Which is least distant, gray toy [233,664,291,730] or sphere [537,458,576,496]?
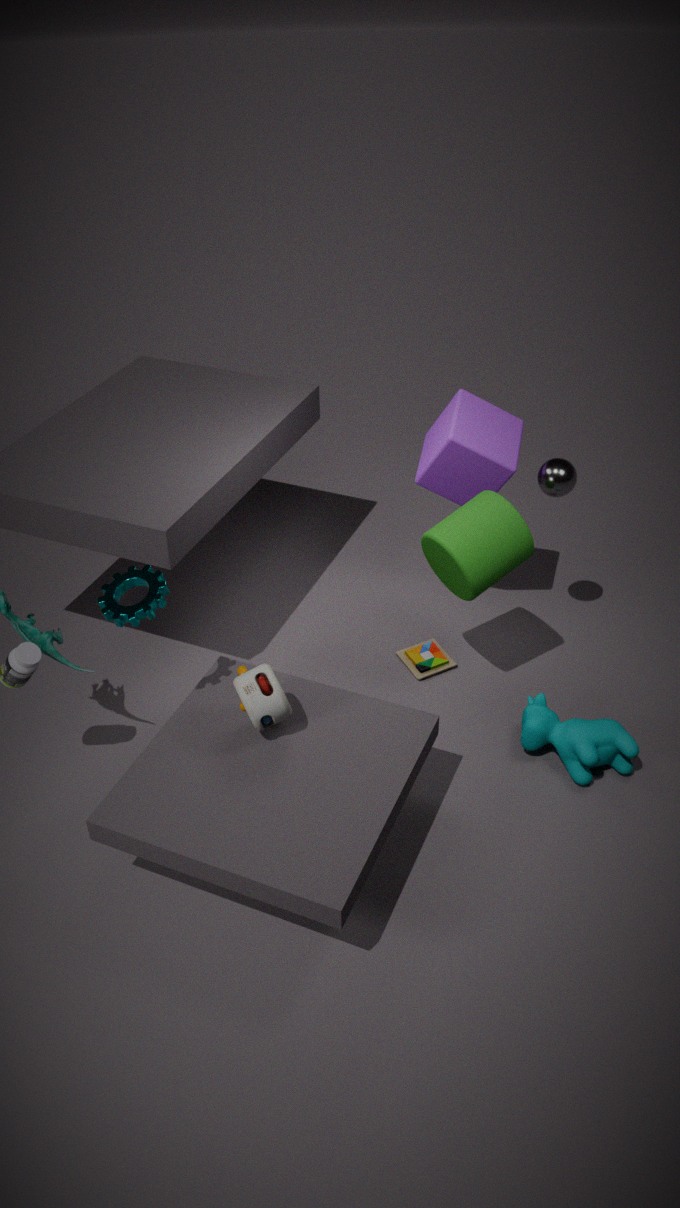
gray toy [233,664,291,730]
